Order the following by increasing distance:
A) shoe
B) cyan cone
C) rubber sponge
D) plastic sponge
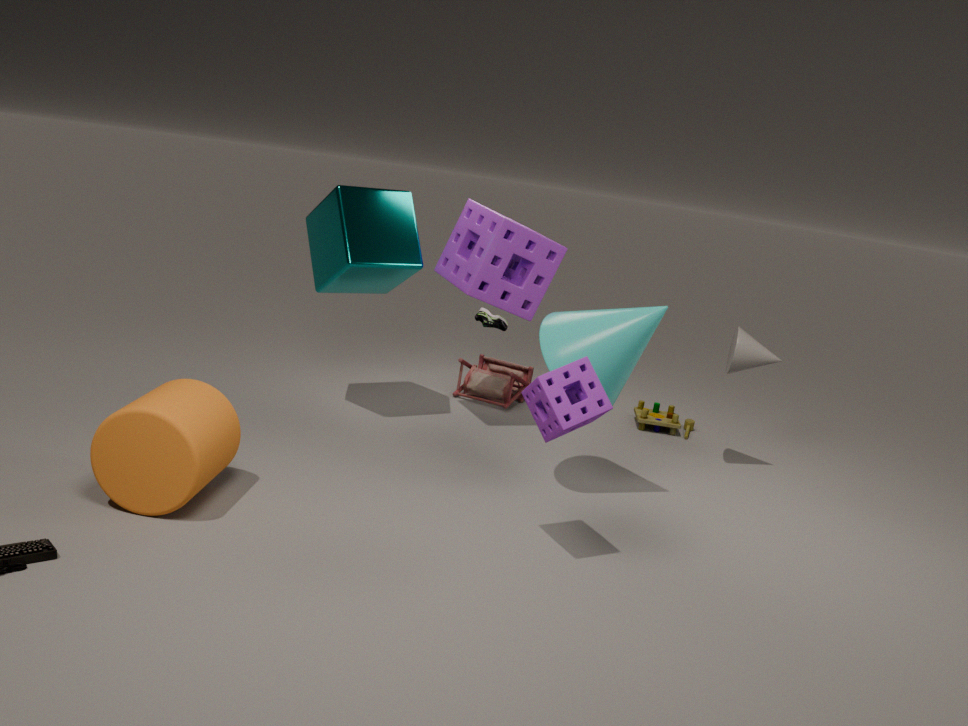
C
B
D
A
